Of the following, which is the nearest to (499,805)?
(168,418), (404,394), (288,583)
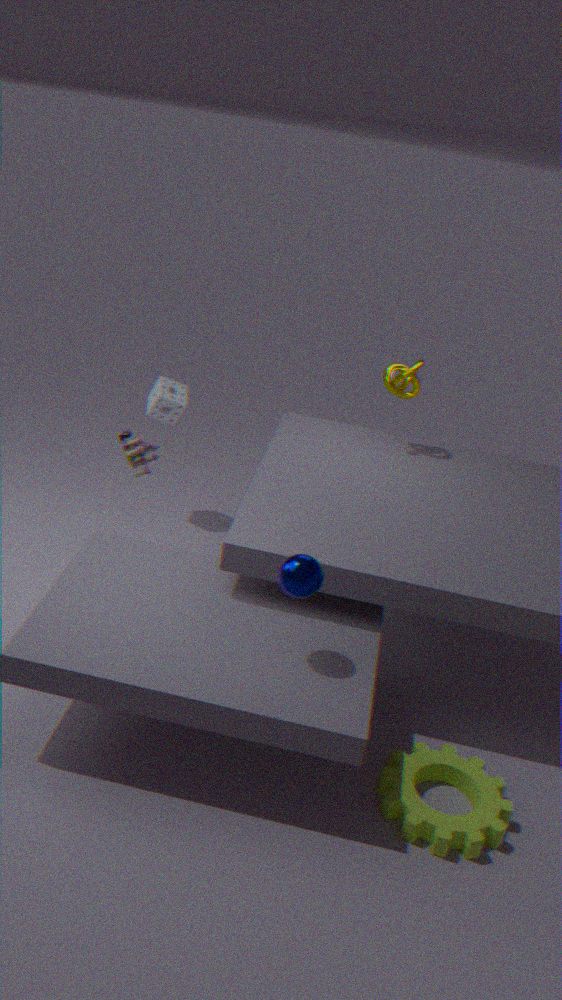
(288,583)
